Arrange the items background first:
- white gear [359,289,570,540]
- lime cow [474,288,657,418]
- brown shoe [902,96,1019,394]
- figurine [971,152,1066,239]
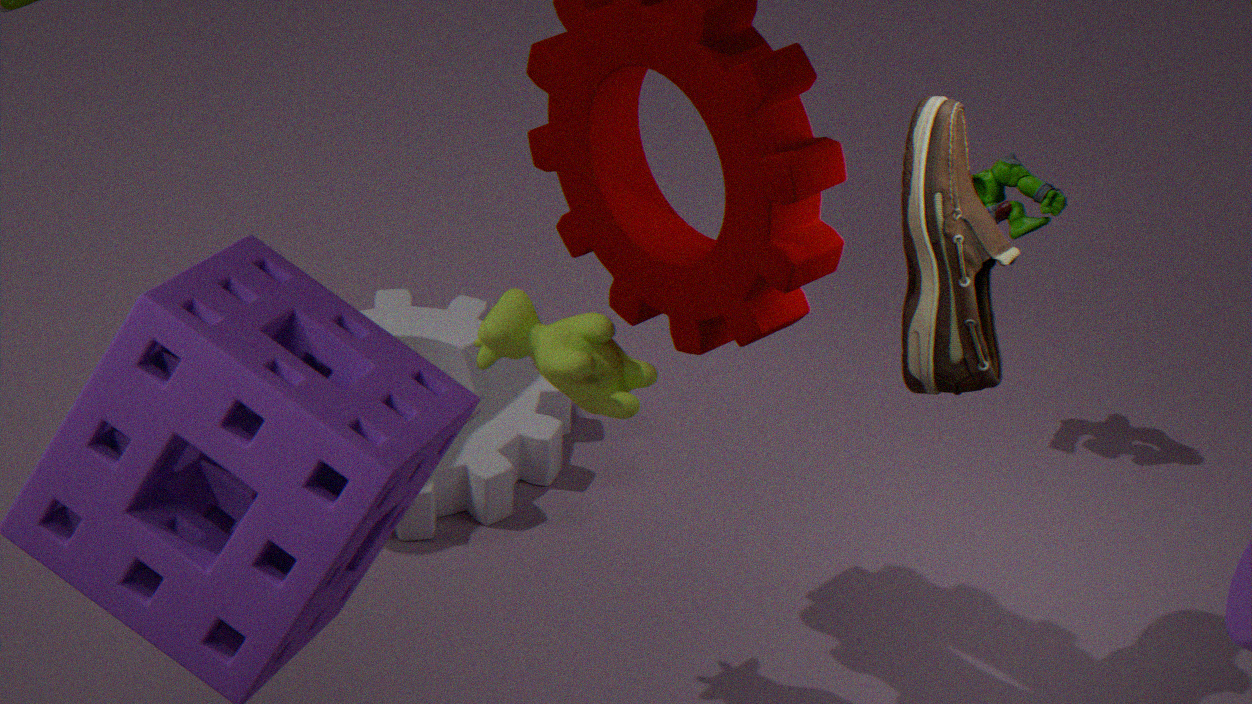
white gear [359,289,570,540] < figurine [971,152,1066,239] < brown shoe [902,96,1019,394] < lime cow [474,288,657,418]
